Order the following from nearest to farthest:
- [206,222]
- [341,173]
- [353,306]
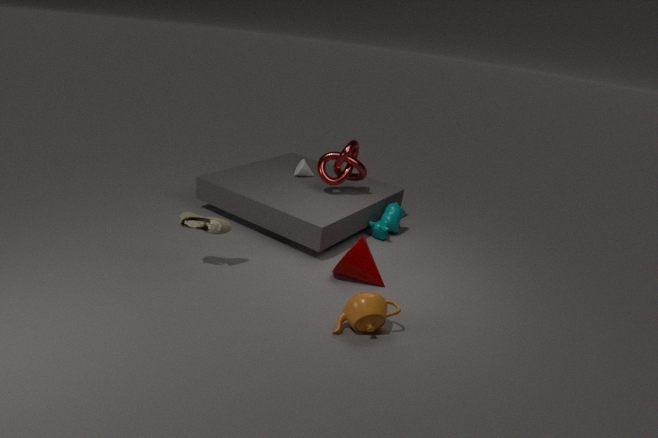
1. [353,306]
2. [206,222]
3. [341,173]
